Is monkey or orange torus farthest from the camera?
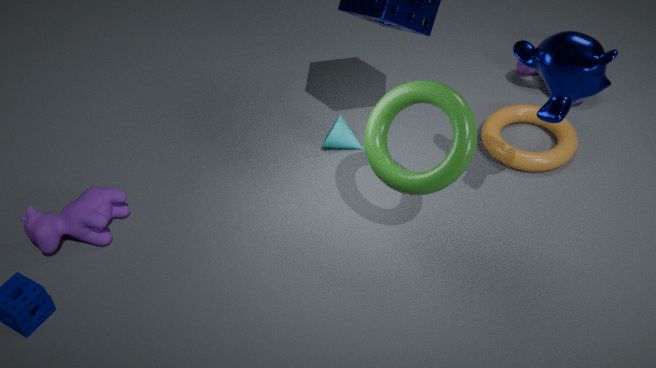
orange torus
